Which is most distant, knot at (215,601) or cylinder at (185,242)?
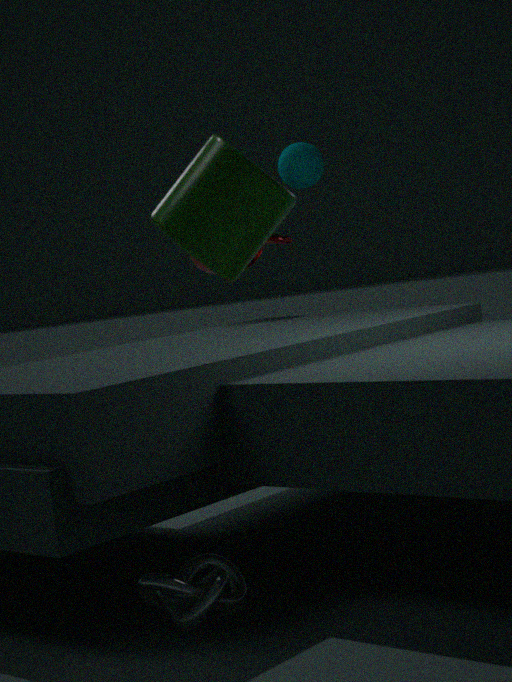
knot at (215,601)
